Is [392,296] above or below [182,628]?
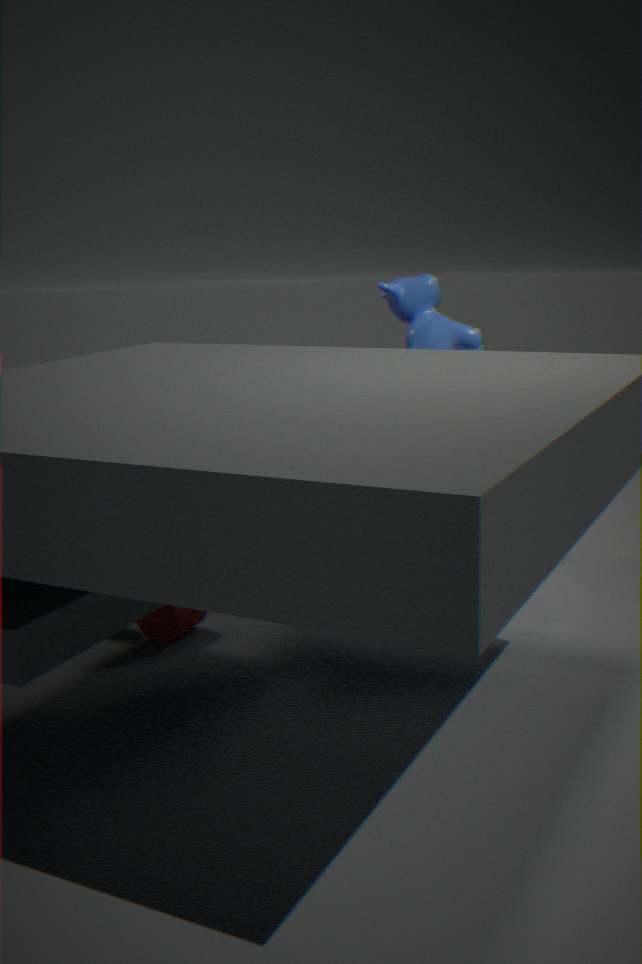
above
